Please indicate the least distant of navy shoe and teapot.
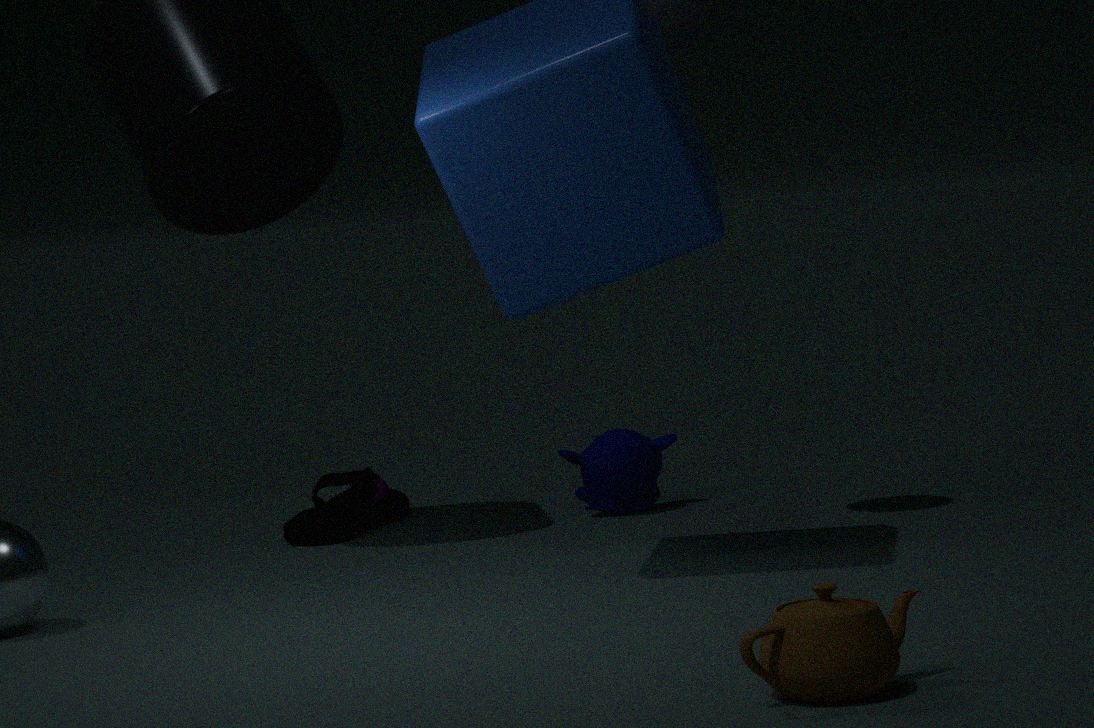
teapot
